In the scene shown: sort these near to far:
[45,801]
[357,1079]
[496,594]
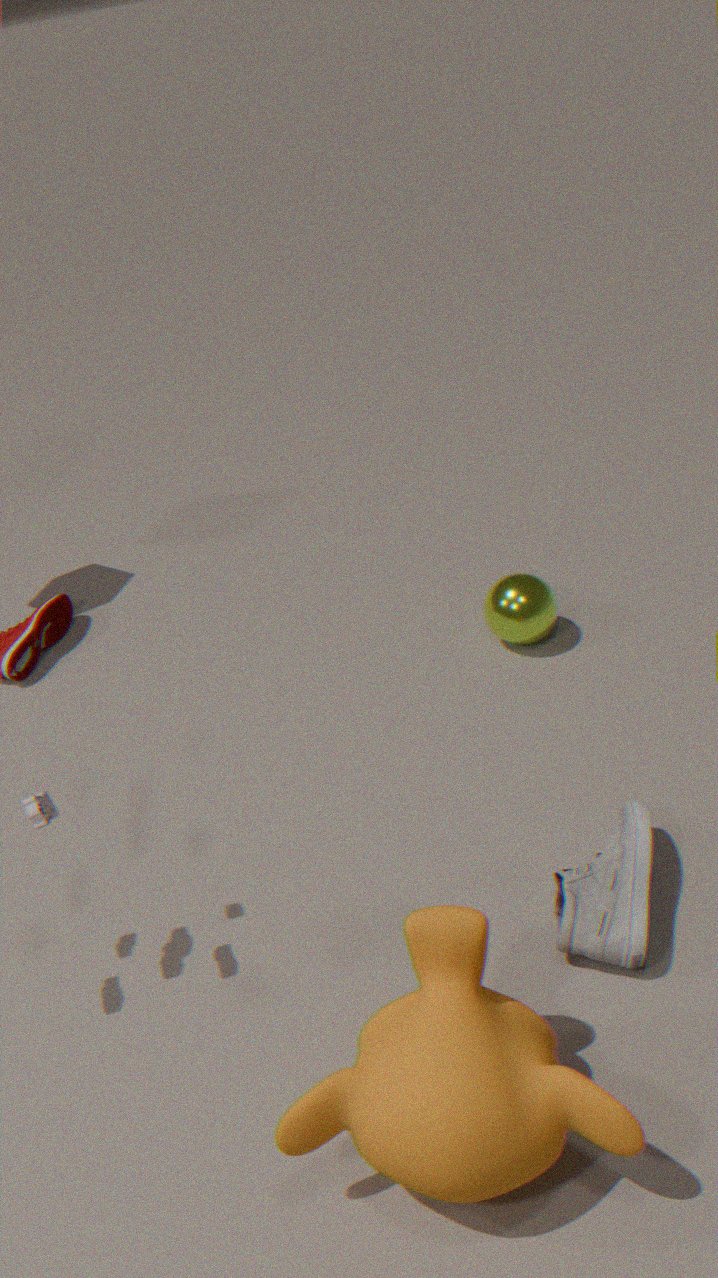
[357,1079] < [45,801] < [496,594]
